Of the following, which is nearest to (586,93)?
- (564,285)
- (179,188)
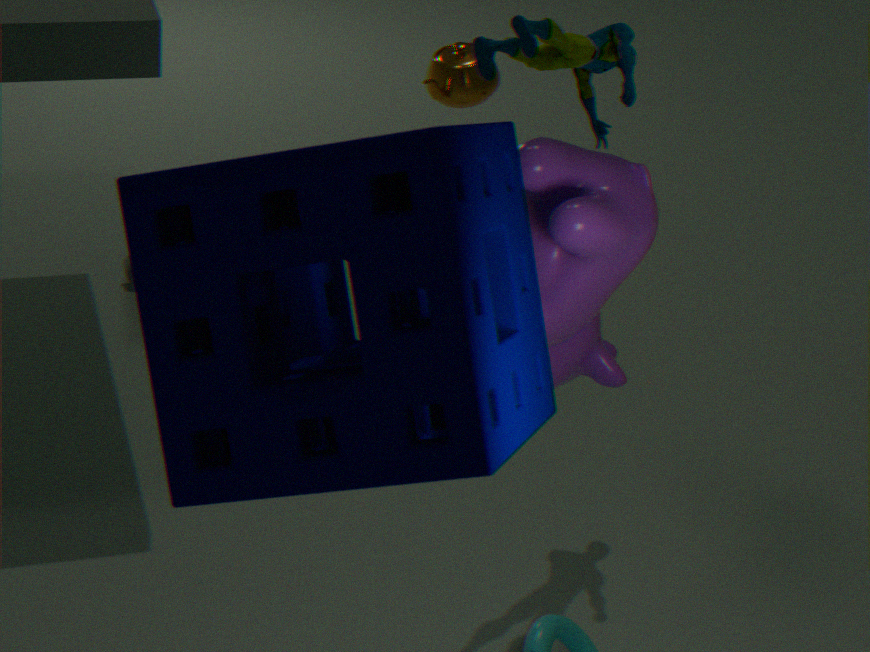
(564,285)
